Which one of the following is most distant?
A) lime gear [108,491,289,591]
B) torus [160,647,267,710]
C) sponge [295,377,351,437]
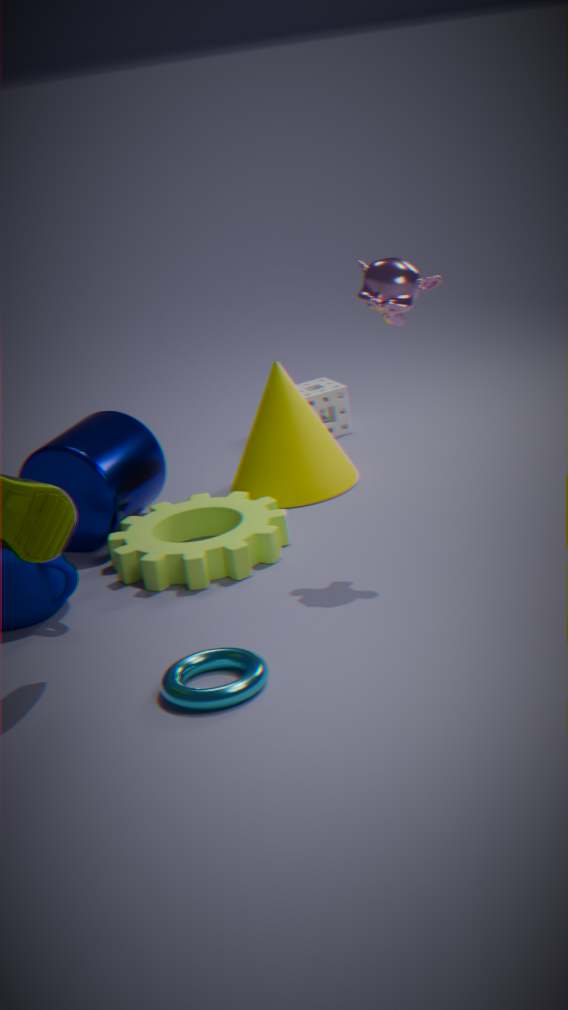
C. sponge [295,377,351,437]
